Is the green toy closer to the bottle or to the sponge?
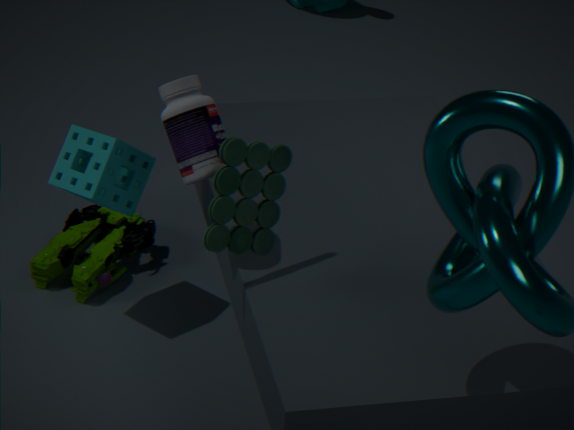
the sponge
